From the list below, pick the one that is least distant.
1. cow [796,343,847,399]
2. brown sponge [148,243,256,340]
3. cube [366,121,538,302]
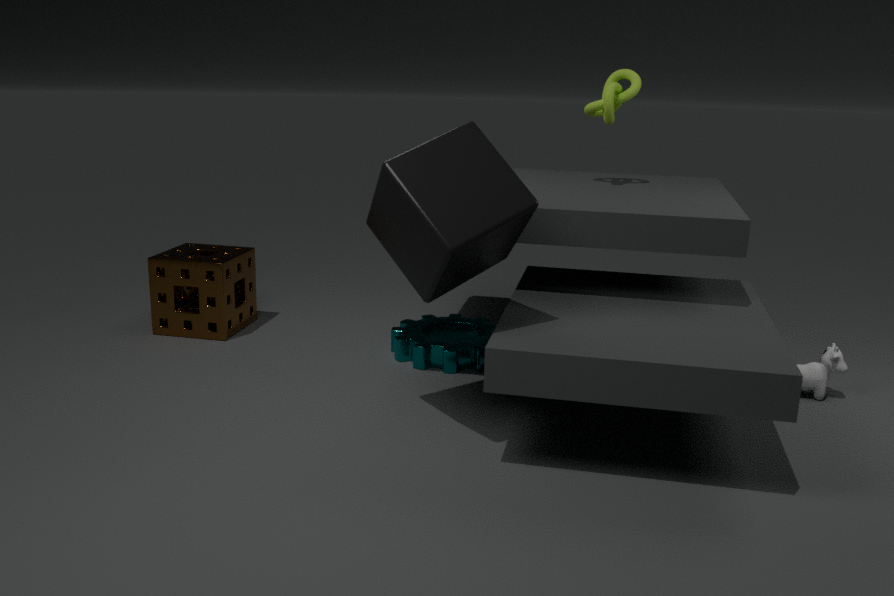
cube [366,121,538,302]
